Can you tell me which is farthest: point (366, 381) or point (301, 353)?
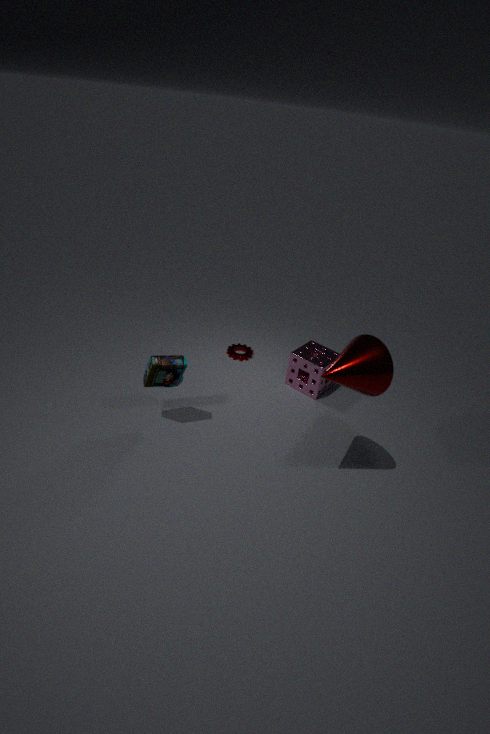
point (301, 353)
